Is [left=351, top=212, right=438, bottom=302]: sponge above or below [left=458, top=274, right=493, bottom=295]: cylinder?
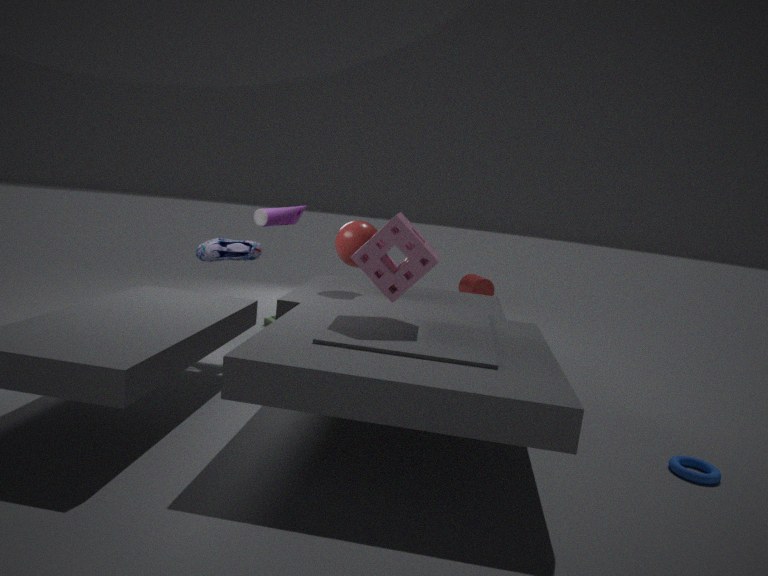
above
